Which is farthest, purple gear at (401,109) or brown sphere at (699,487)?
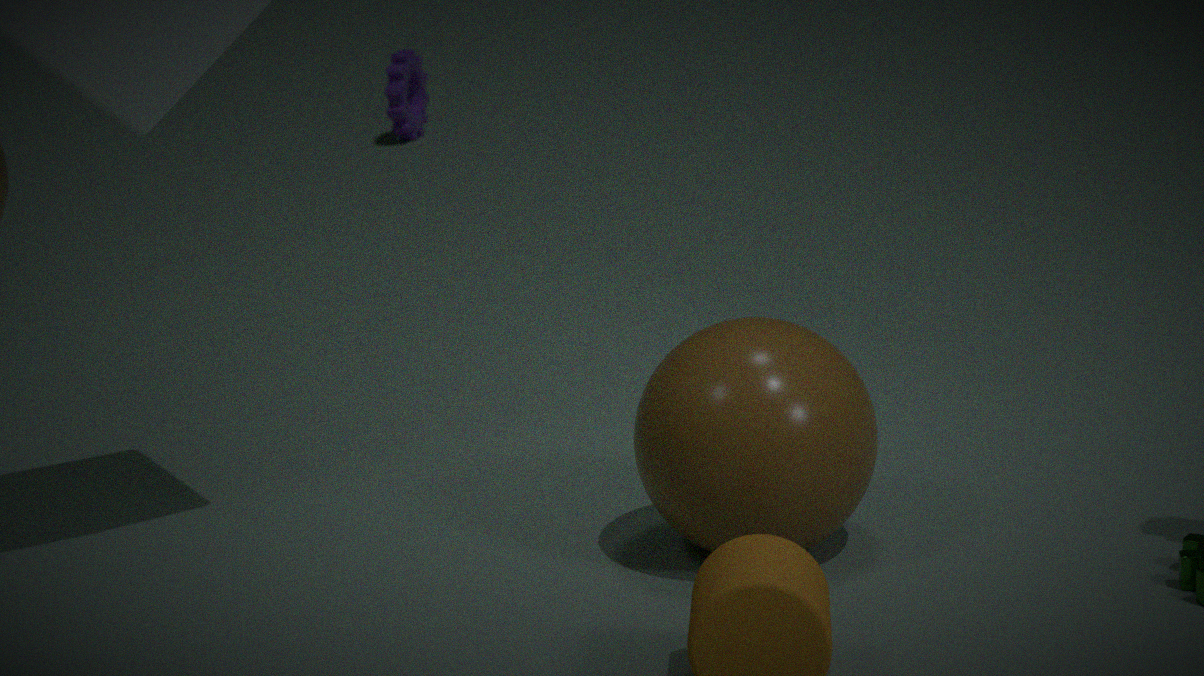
purple gear at (401,109)
